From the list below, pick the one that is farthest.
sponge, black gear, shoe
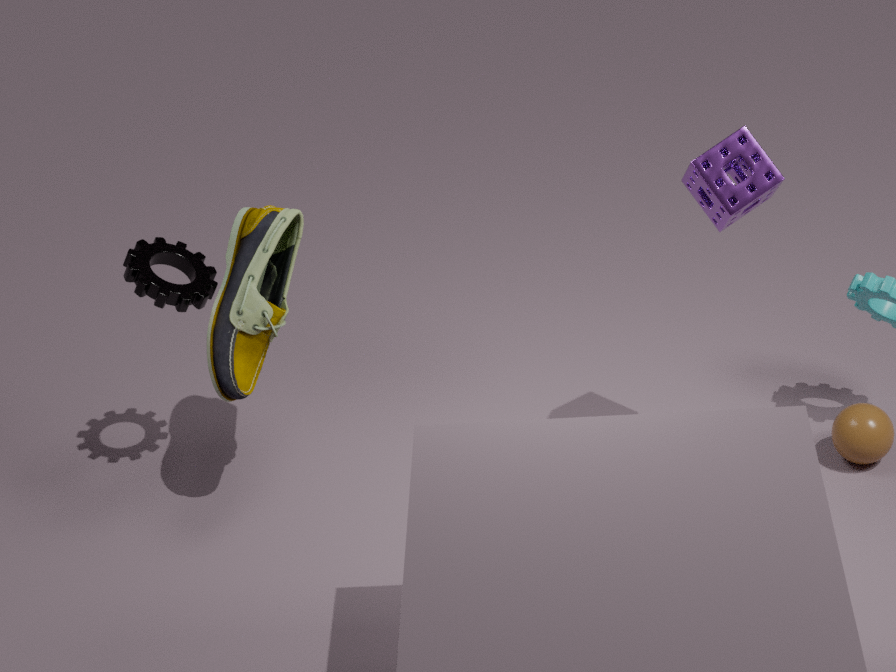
black gear
